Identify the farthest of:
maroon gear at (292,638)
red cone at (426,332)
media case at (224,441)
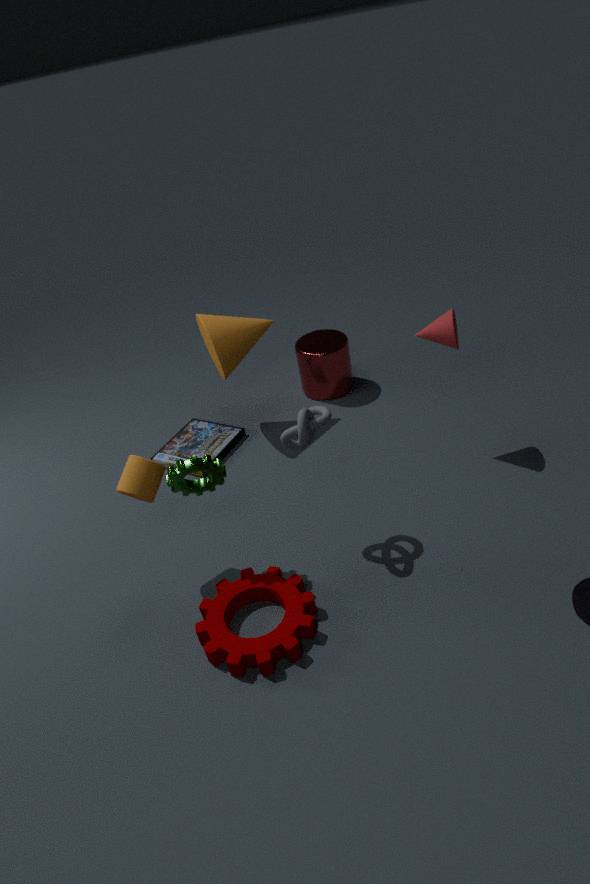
media case at (224,441)
